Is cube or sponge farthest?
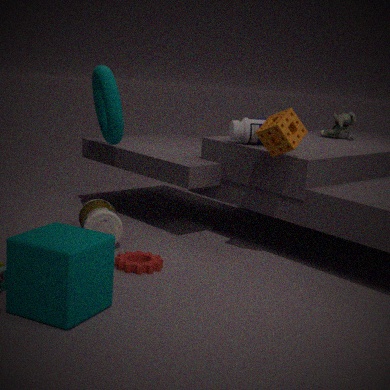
sponge
